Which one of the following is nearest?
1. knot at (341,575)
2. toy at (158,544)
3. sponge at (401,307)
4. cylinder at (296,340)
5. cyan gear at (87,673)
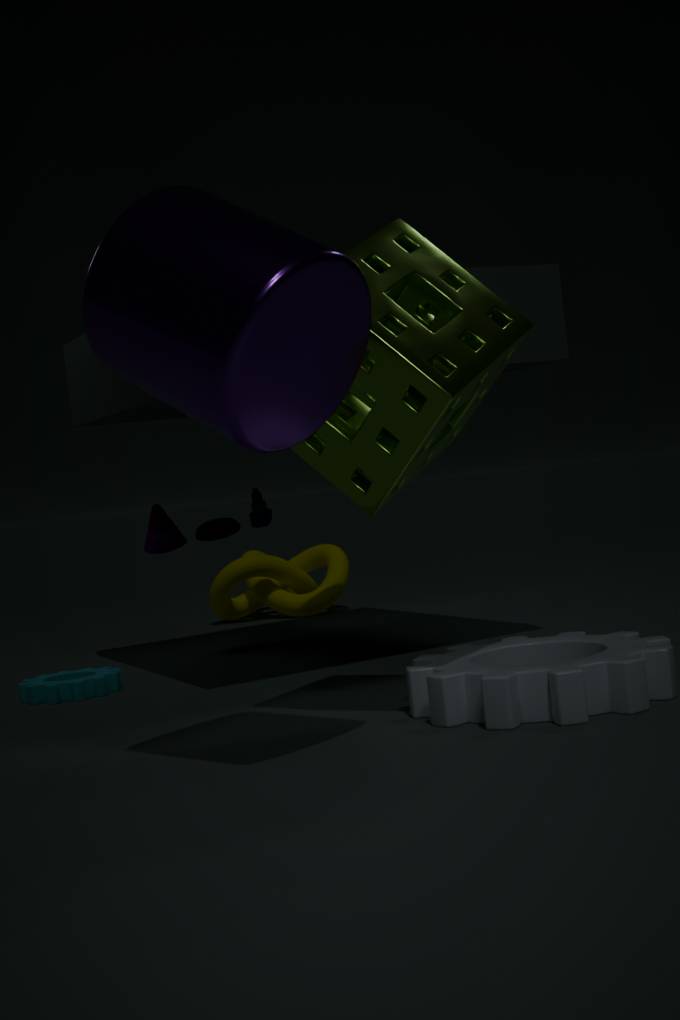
cylinder at (296,340)
